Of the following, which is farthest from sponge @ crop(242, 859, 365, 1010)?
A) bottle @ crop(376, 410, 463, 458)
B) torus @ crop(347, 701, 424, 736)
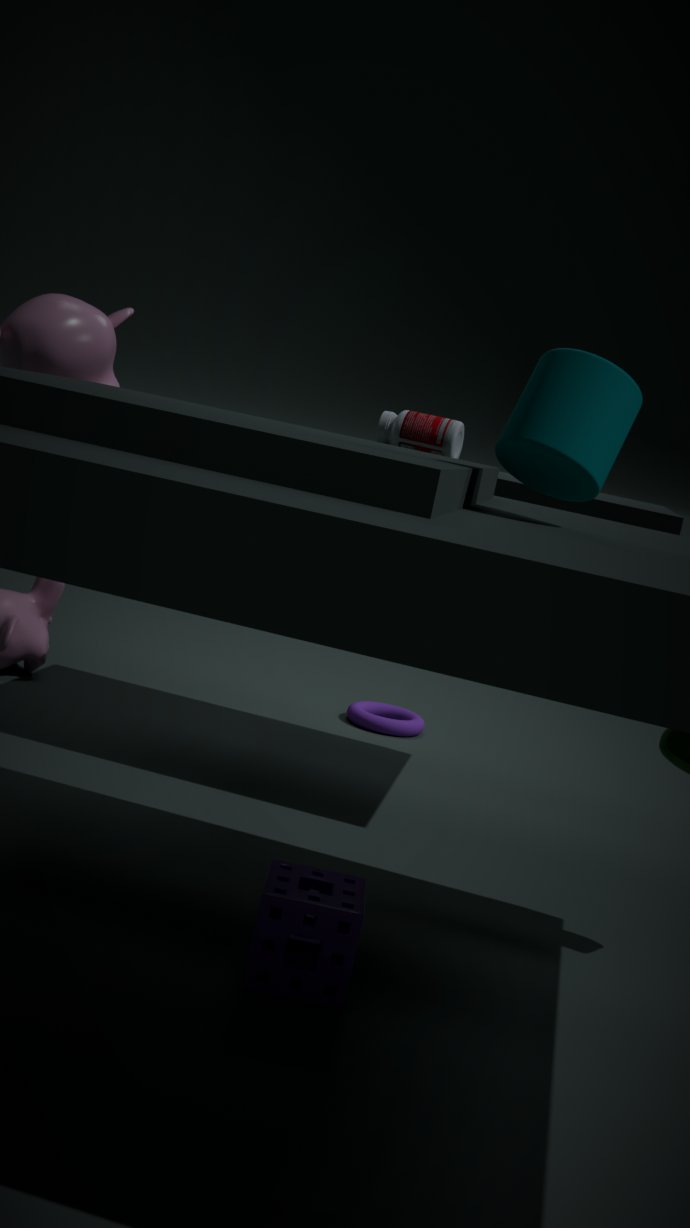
torus @ crop(347, 701, 424, 736)
